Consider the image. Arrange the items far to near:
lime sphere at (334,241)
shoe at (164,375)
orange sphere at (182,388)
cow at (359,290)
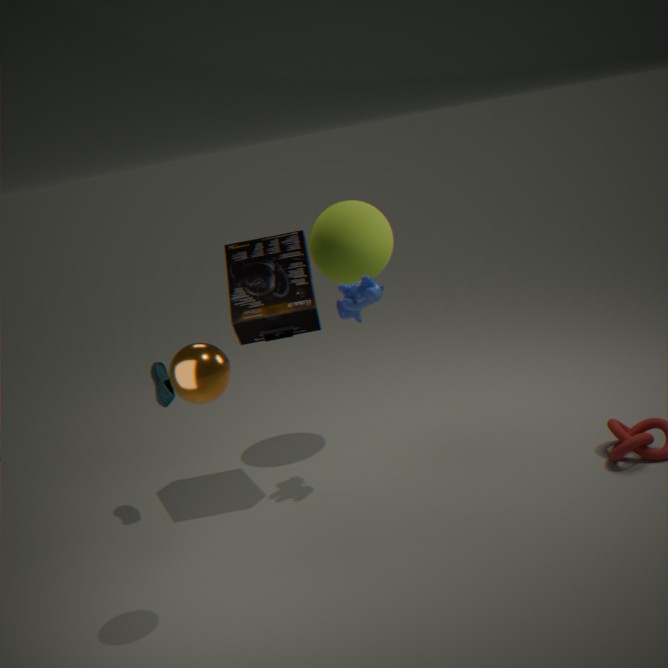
lime sphere at (334,241) < shoe at (164,375) < cow at (359,290) < orange sphere at (182,388)
